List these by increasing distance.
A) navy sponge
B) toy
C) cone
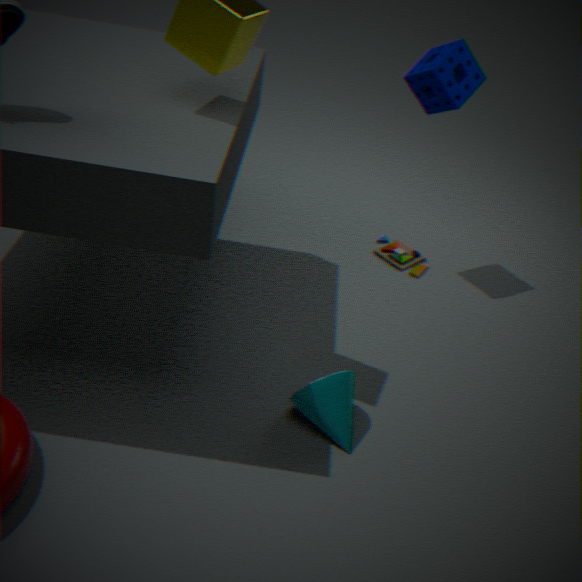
cone, navy sponge, toy
